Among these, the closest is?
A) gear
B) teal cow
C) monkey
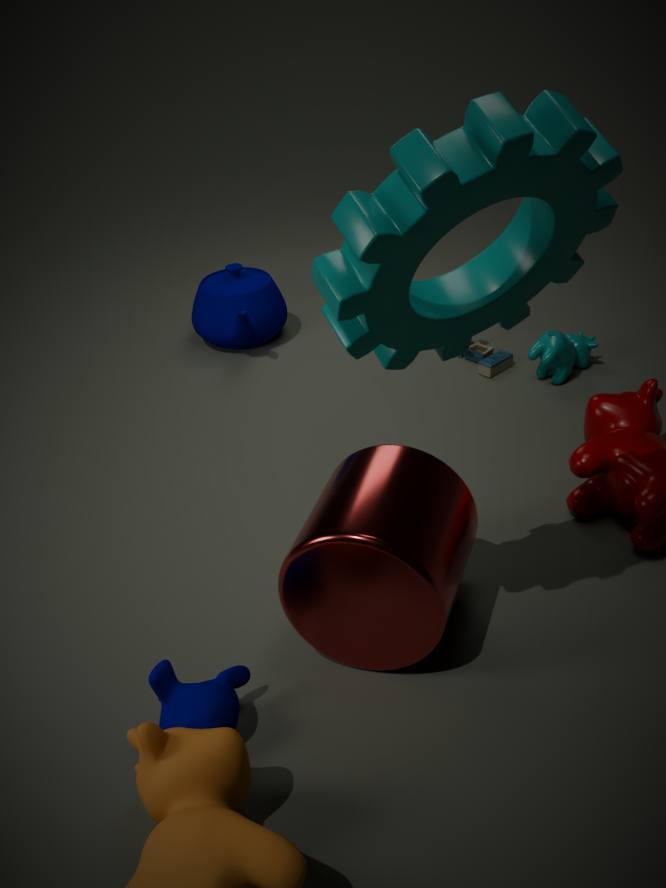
gear
